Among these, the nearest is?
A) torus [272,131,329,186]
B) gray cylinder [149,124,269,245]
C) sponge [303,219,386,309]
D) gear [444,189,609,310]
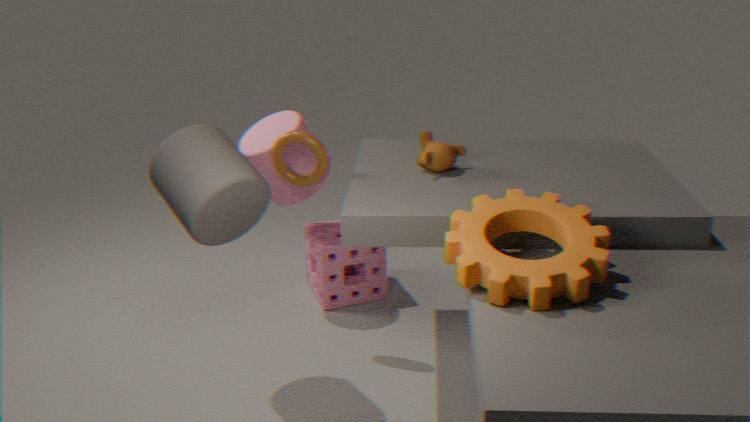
gear [444,189,609,310]
